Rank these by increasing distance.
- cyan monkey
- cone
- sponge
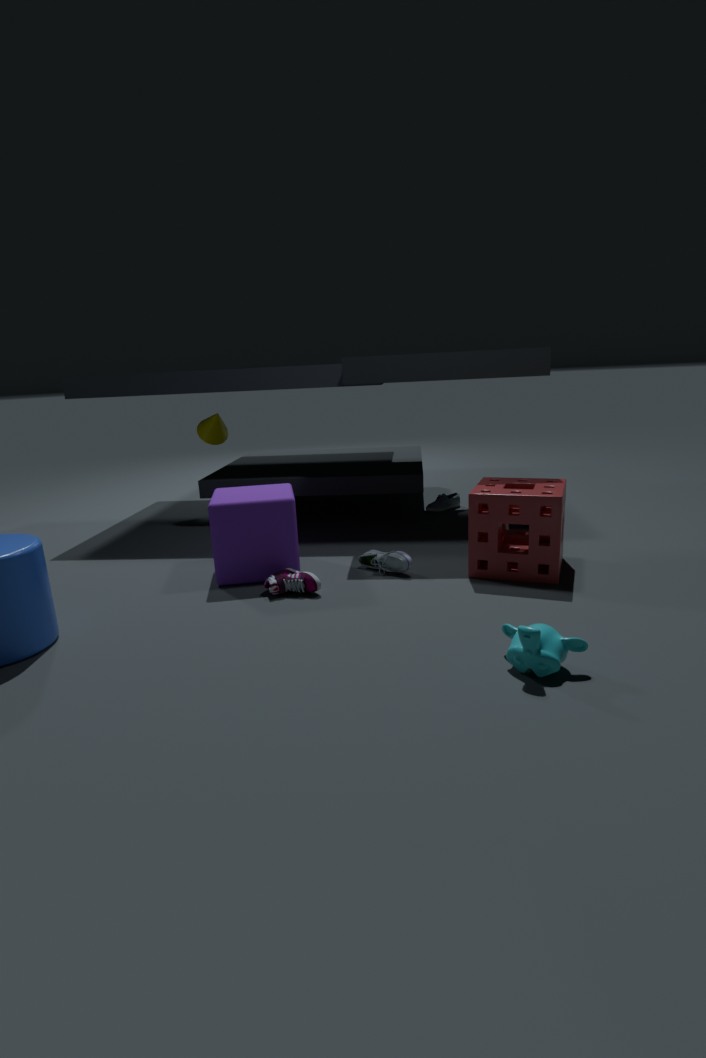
cyan monkey → sponge → cone
